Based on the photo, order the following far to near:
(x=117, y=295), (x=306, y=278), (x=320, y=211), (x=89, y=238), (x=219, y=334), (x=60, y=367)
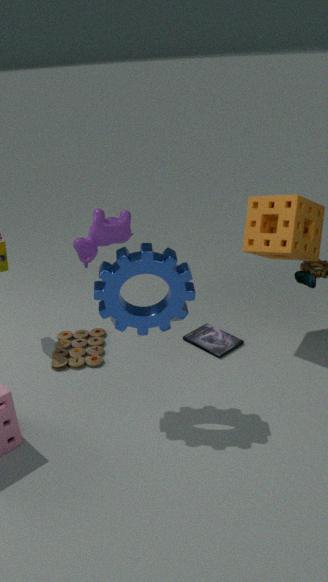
1. (x=89, y=238)
2. (x=219, y=334)
3. (x=60, y=367)
4. (x=320, y=211)
5. (x=306, y=278)
6. (x=117, y=295)
